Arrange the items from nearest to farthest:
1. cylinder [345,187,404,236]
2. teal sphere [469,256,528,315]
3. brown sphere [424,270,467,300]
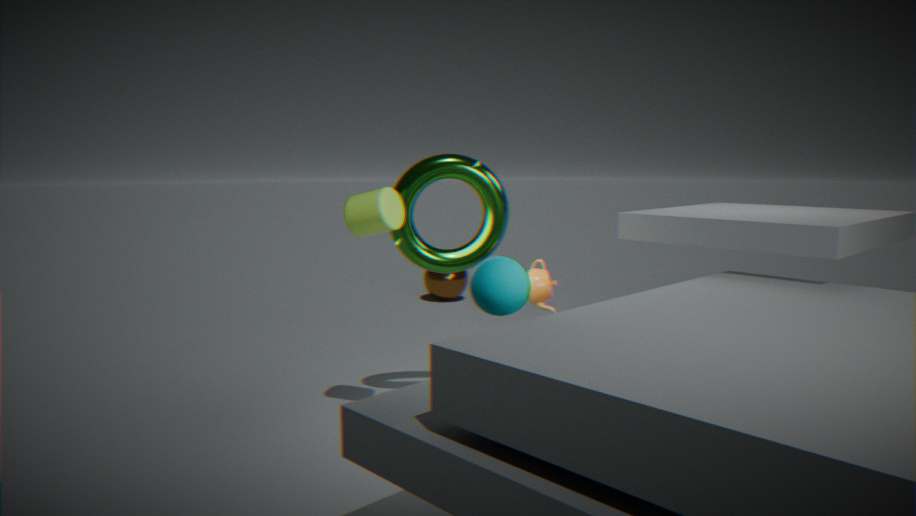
1. teal sphere [469,256,528,315]
2. cylinder [345,187,404,236]
3. brown sphere [424,270,467,300]
